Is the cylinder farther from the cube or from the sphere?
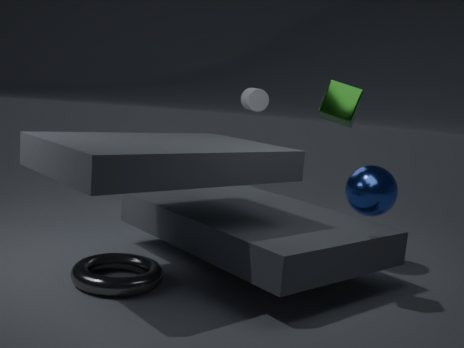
the cube
